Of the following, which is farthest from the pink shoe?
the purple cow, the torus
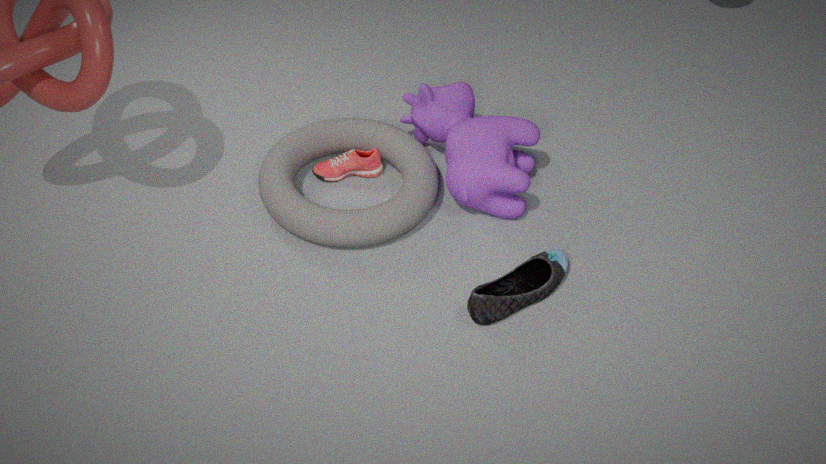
the purple cow
